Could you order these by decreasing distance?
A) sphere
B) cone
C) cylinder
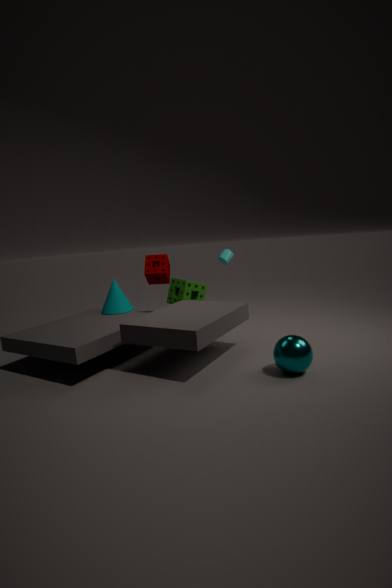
cylinder → cone → sphere
